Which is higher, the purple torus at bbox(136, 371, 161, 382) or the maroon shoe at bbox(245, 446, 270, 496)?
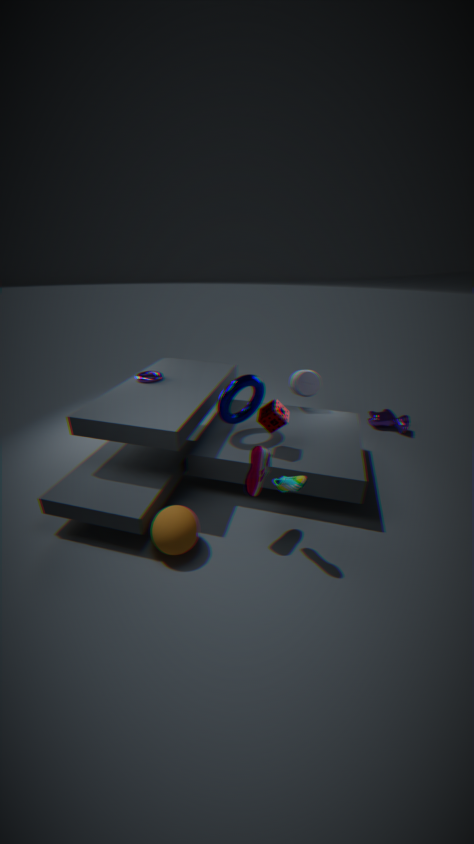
the purple torus at bbox(136, 371, 161, 382)
